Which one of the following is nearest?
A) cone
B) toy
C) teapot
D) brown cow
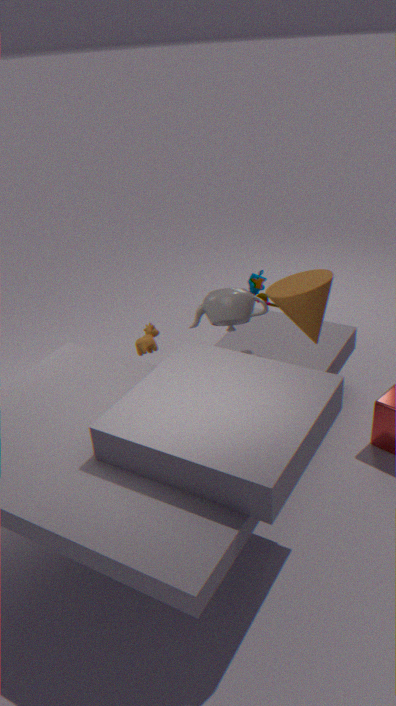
cone
